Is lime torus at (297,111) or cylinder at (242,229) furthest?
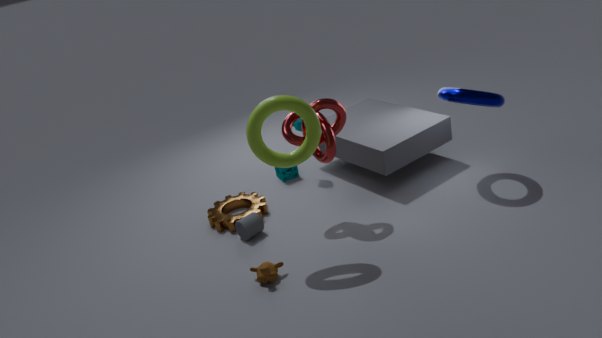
cylinder at (242,229)
